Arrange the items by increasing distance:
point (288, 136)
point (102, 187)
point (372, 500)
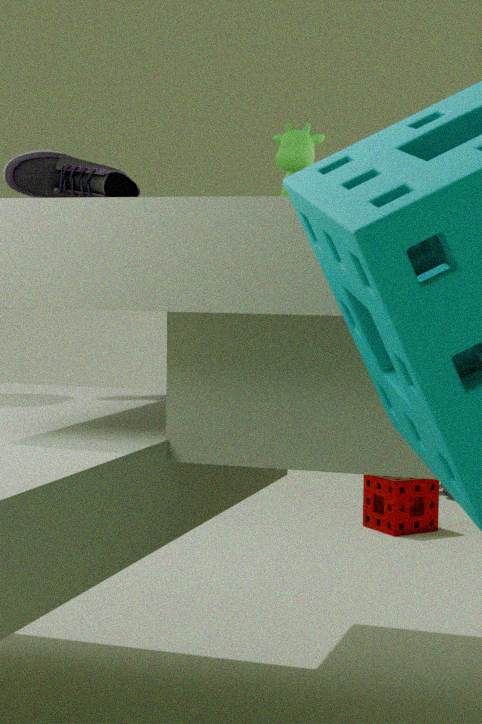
point (102, 187) < point (288, 136) < point (372, 500)
